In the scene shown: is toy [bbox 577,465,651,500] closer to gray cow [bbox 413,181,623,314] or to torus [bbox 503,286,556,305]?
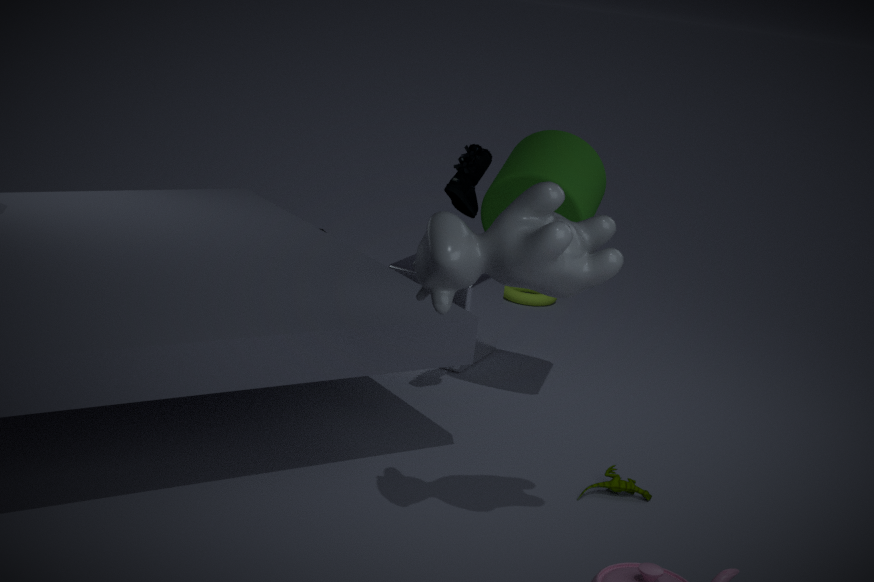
gray cow [bbox 413,181,623,314]
